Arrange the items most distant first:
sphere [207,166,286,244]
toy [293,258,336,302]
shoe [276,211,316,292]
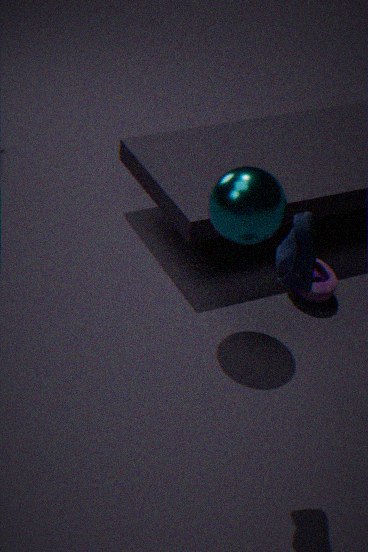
toy [293,258,336,302] < sphere [207,166,286,244] < shoe [276,211,316,292]
